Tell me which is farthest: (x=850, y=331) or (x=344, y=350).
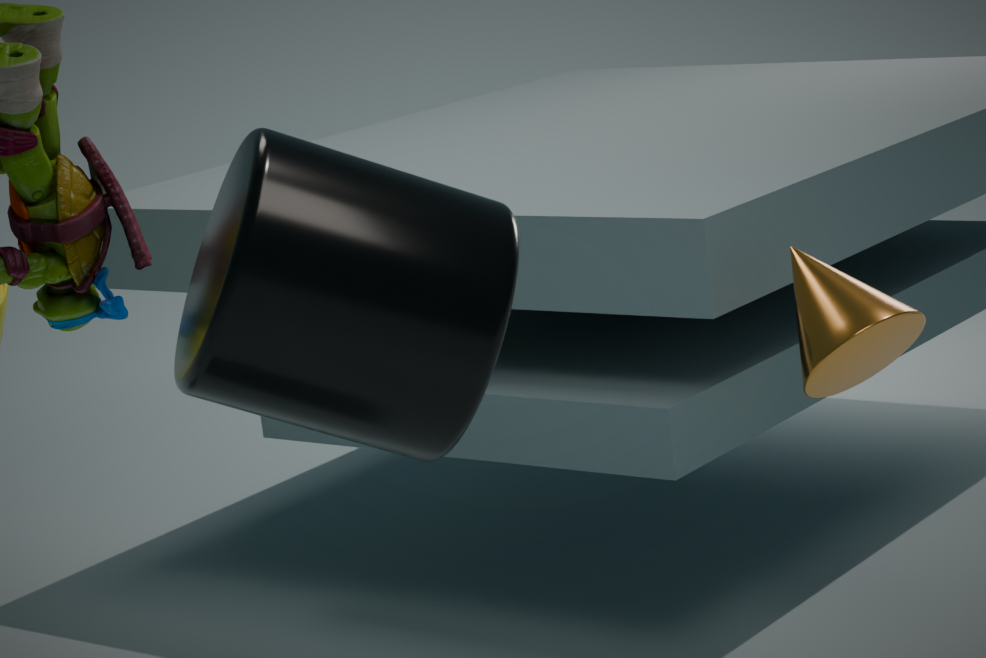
(x=850, y=331)
